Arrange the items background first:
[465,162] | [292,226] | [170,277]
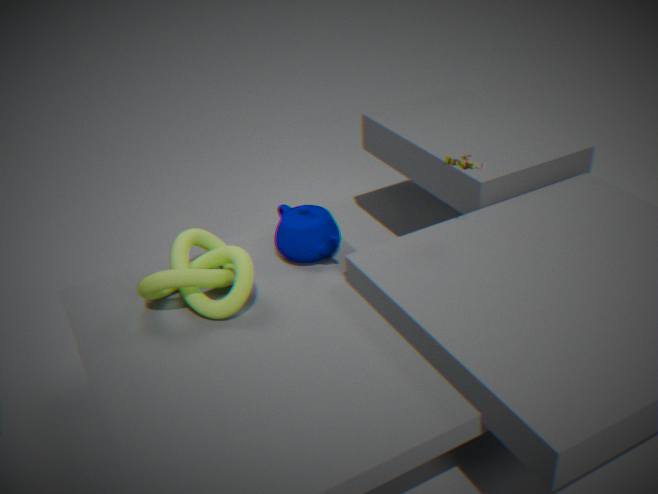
[292,226], [465,162], [170,277]
